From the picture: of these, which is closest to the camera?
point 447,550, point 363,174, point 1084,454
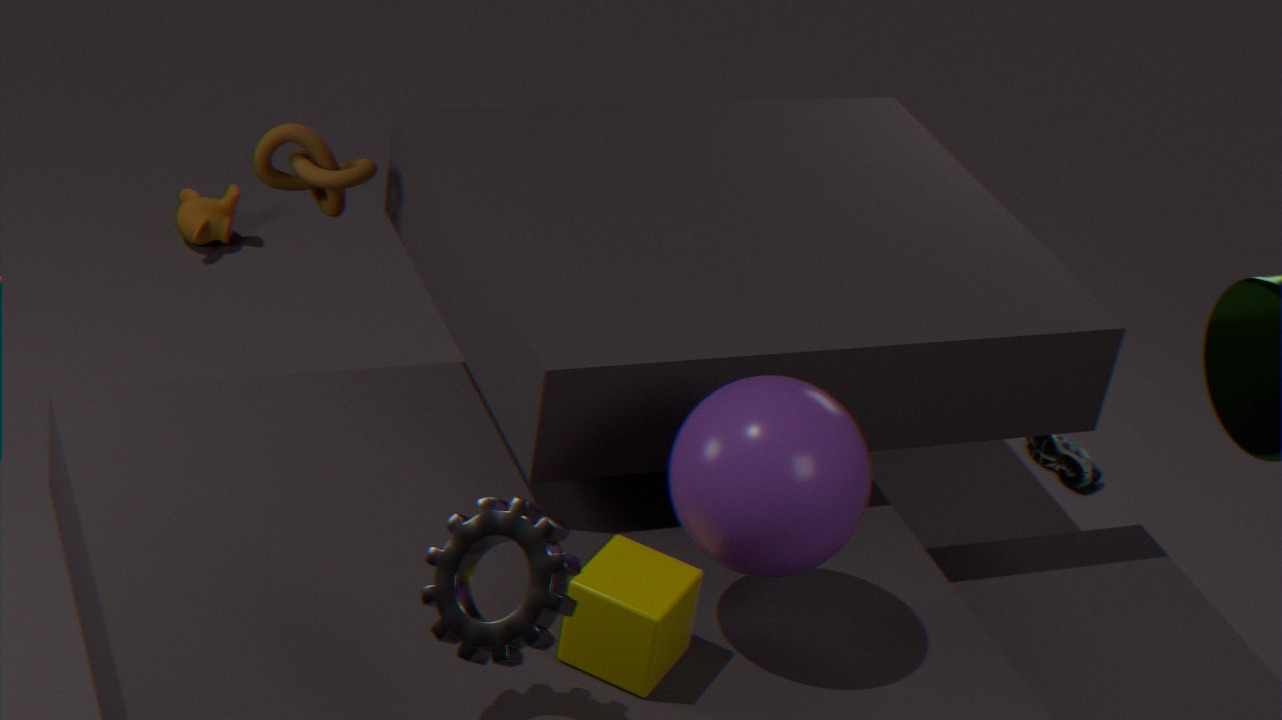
point 447,550
